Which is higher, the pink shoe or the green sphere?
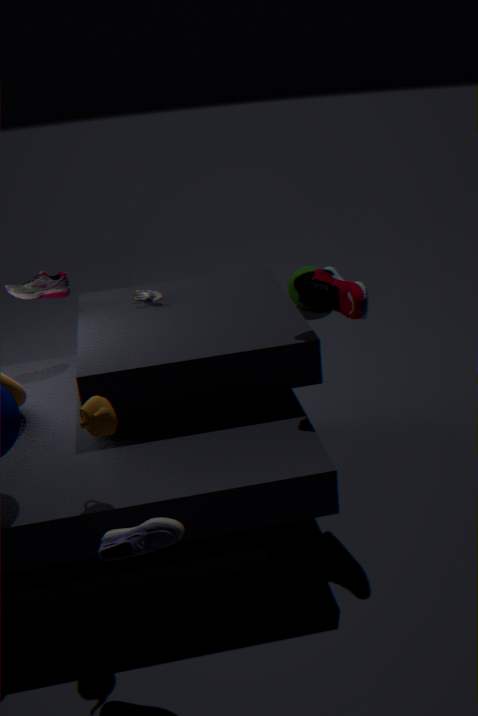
the pink shoe
